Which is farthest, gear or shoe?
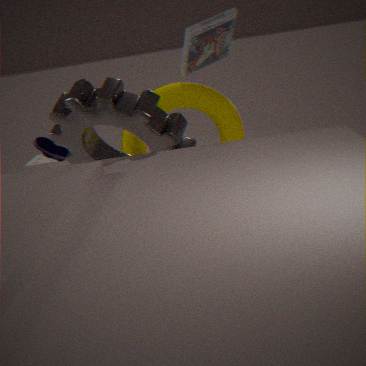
shoe
